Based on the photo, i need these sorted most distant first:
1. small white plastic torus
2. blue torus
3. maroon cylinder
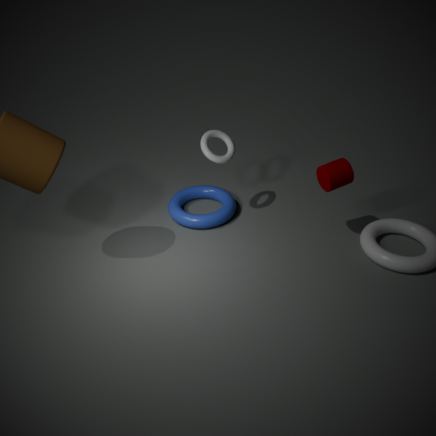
1. blue torus
2. small white plastic torus
3. maroon cylinder
